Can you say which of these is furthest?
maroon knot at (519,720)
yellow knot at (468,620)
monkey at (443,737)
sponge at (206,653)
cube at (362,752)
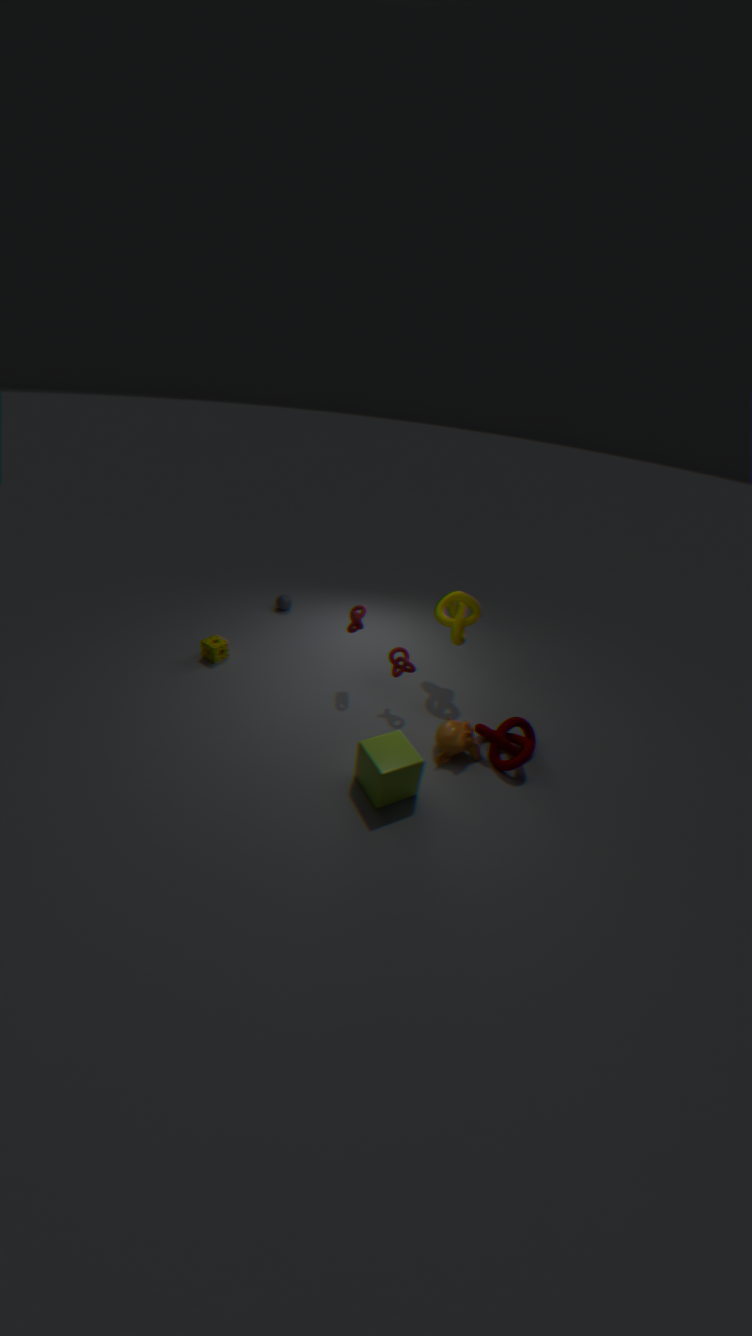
sponge at (206,653)
